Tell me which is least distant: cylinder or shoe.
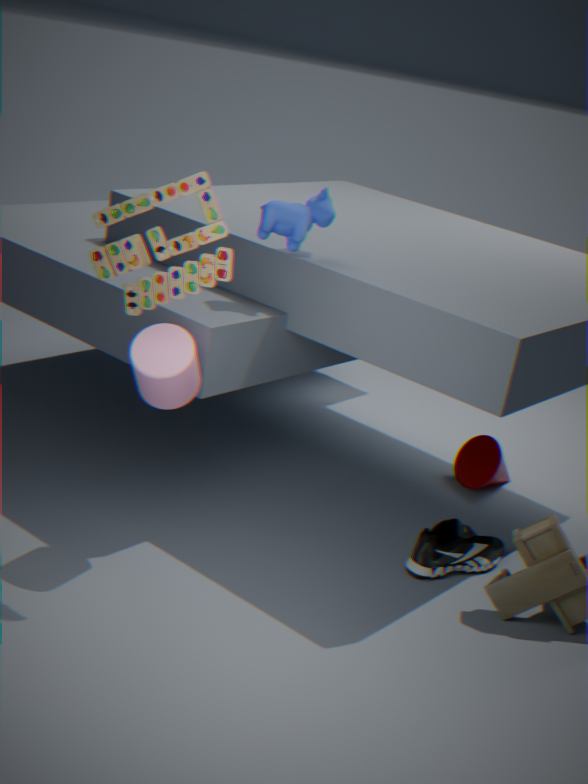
cylinder
